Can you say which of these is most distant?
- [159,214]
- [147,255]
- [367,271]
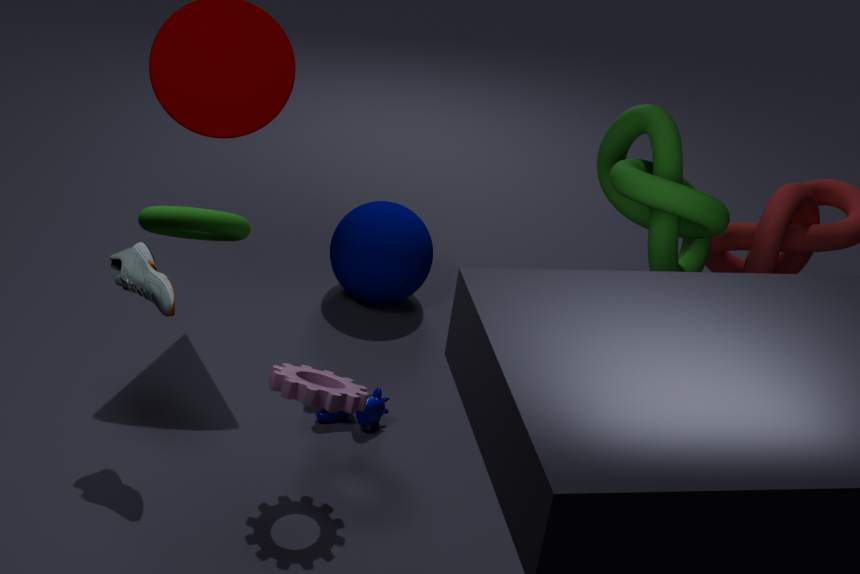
[367,271]
